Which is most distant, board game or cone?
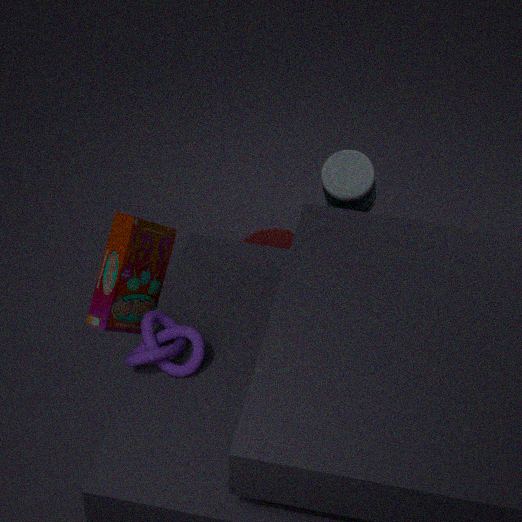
cone
